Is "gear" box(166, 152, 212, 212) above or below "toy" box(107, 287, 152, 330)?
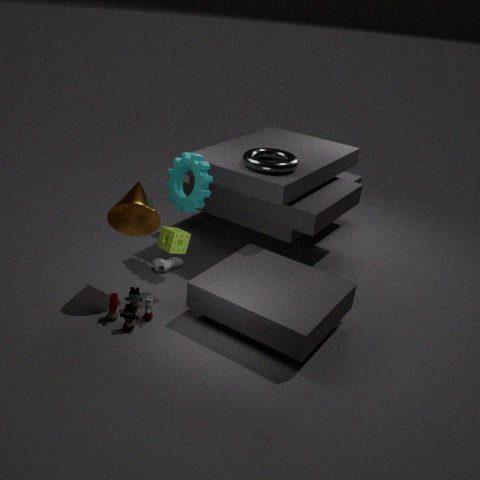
above
